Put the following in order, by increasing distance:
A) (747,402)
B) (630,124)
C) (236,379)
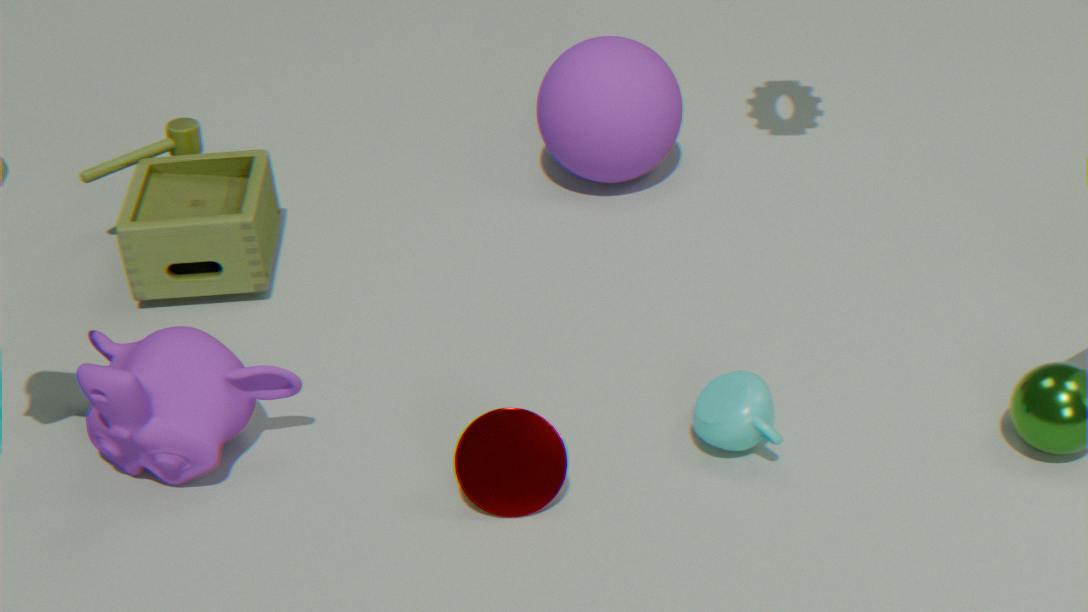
(747,402) < (236,379) < (630,124)
